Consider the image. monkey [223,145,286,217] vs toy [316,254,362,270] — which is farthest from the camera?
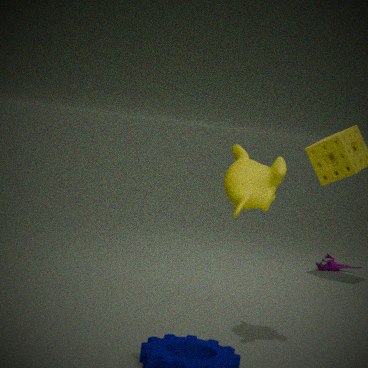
toy [316,254,362,270]
